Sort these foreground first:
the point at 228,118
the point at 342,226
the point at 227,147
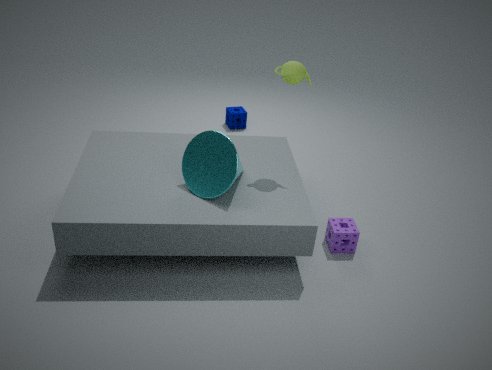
the point at 227,147, the point at 342,226, the point at 228,118
